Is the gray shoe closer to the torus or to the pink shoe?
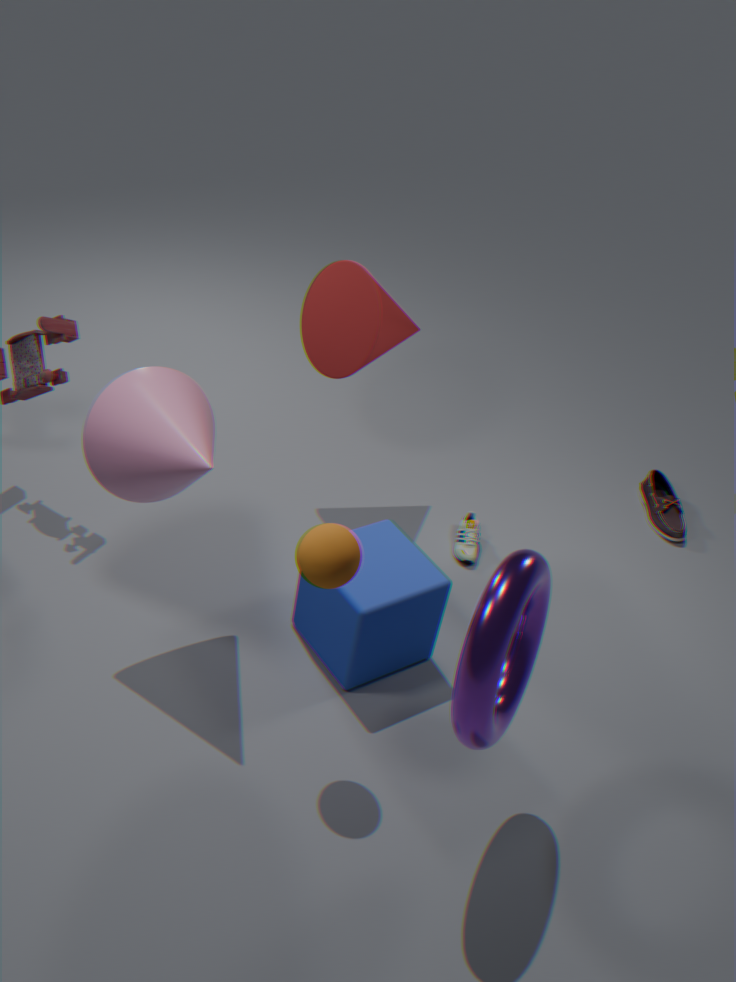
the pink shoe
